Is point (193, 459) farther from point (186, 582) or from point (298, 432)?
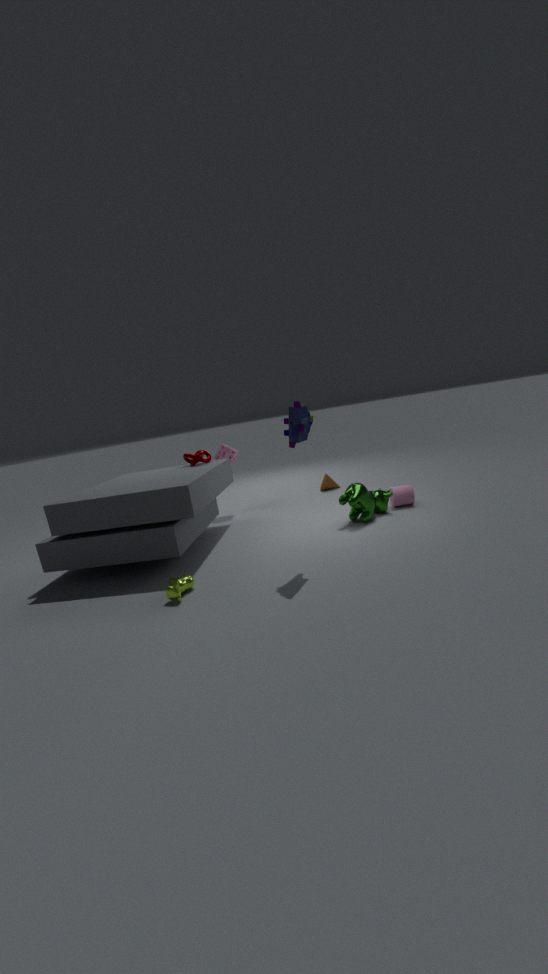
point (186, 582)
